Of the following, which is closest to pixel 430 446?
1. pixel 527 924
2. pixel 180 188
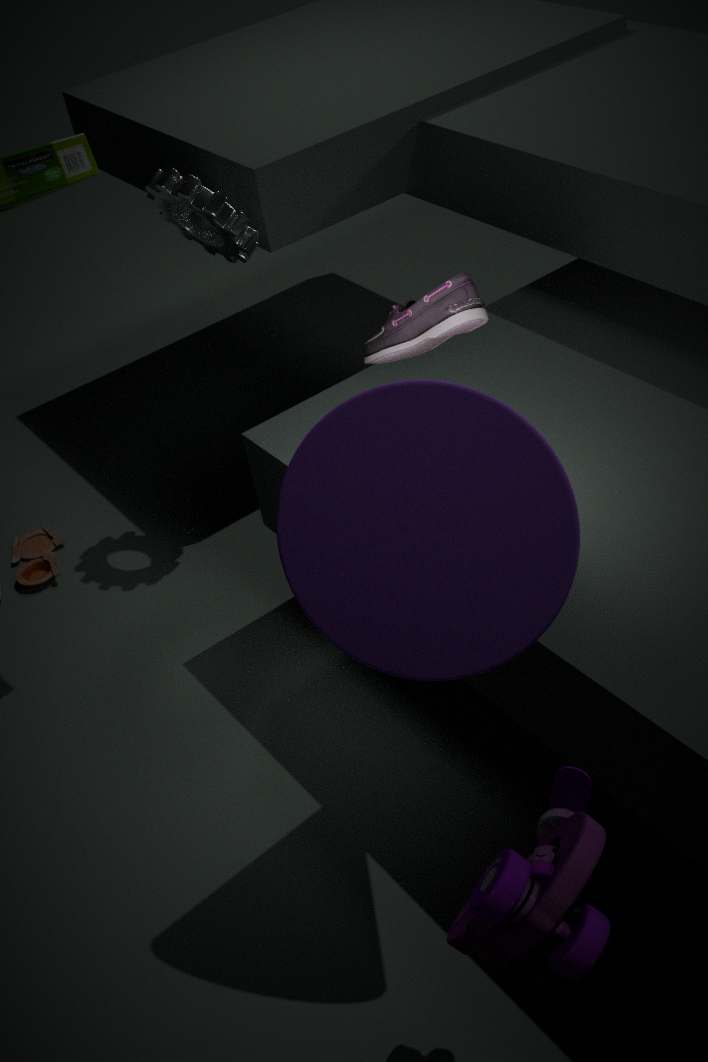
pixel 527 924
